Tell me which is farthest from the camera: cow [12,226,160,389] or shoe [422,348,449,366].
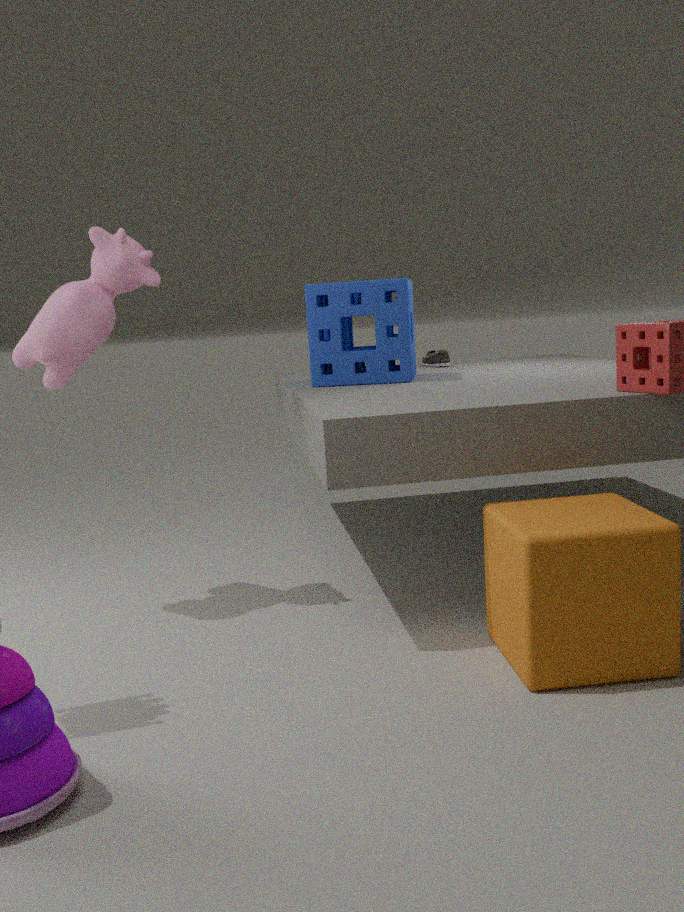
shoe [422,348,449,366]
